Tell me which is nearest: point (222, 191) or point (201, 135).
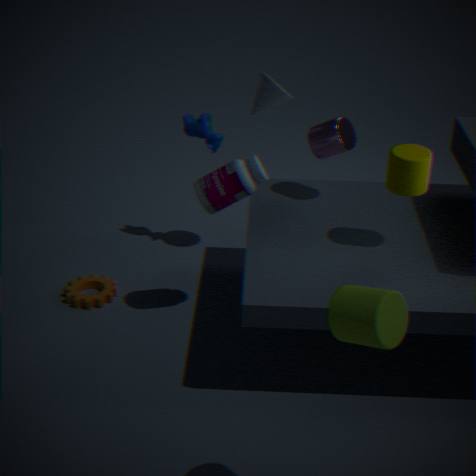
point (222, 191)
